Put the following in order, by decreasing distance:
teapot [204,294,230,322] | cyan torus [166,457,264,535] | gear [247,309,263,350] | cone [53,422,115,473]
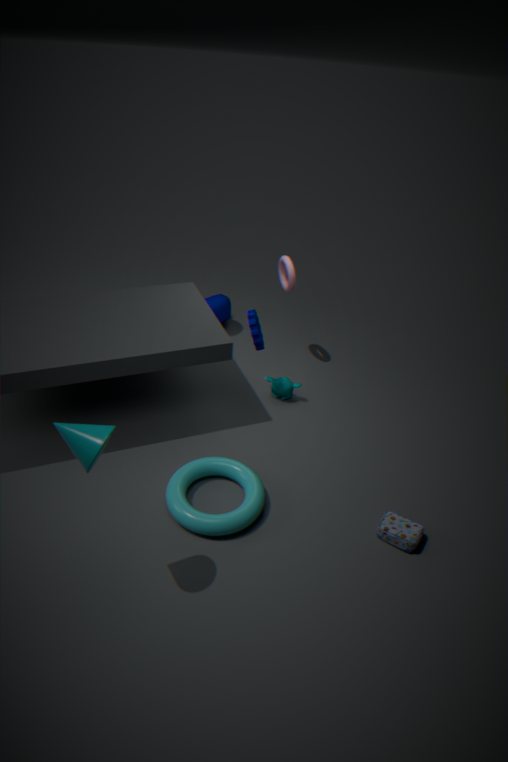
teapot [204,294,230,322] → gear [247,309,263,350] → cyan torus [166,457,264,535] → cone [53,422,115,473]
